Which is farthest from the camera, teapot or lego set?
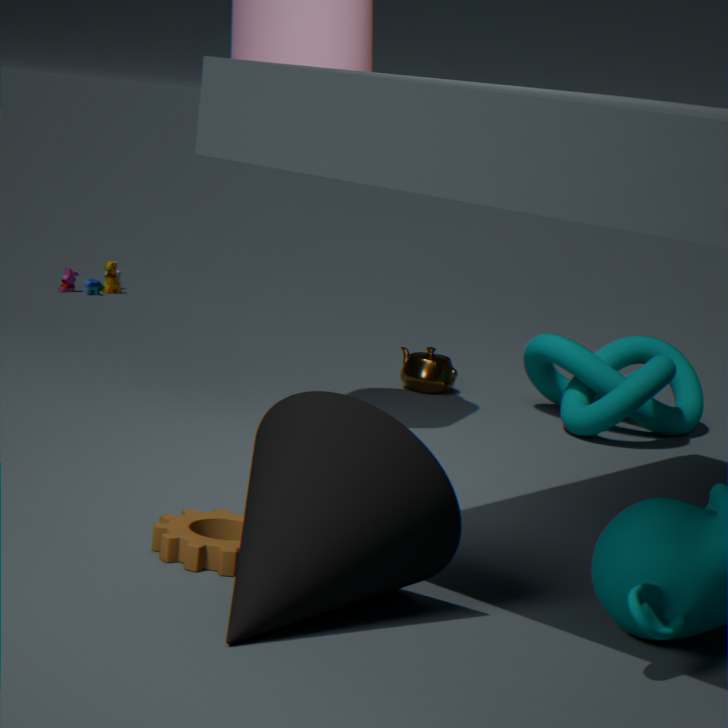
lego set
